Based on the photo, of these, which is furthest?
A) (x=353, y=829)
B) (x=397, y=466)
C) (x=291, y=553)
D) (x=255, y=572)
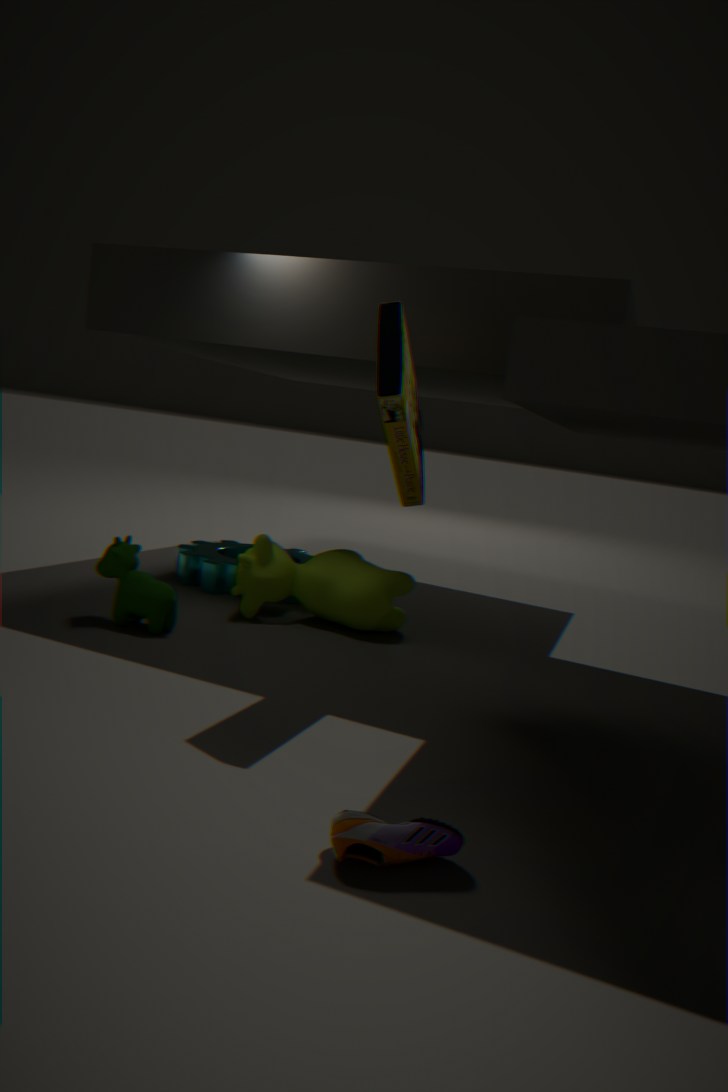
(x=291, y=553)
